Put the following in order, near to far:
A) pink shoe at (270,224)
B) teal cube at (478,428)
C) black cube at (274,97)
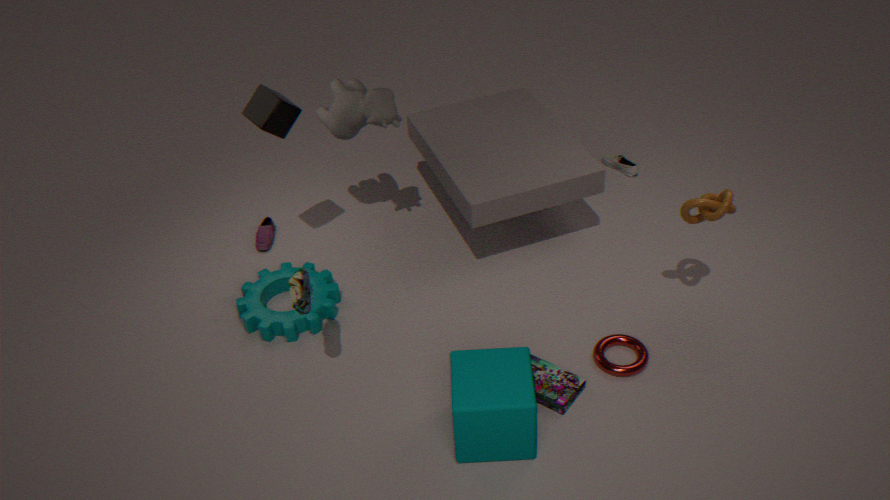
teal cube at (478,428)
black cube at (274,97)
pink shoe at (270,224)
